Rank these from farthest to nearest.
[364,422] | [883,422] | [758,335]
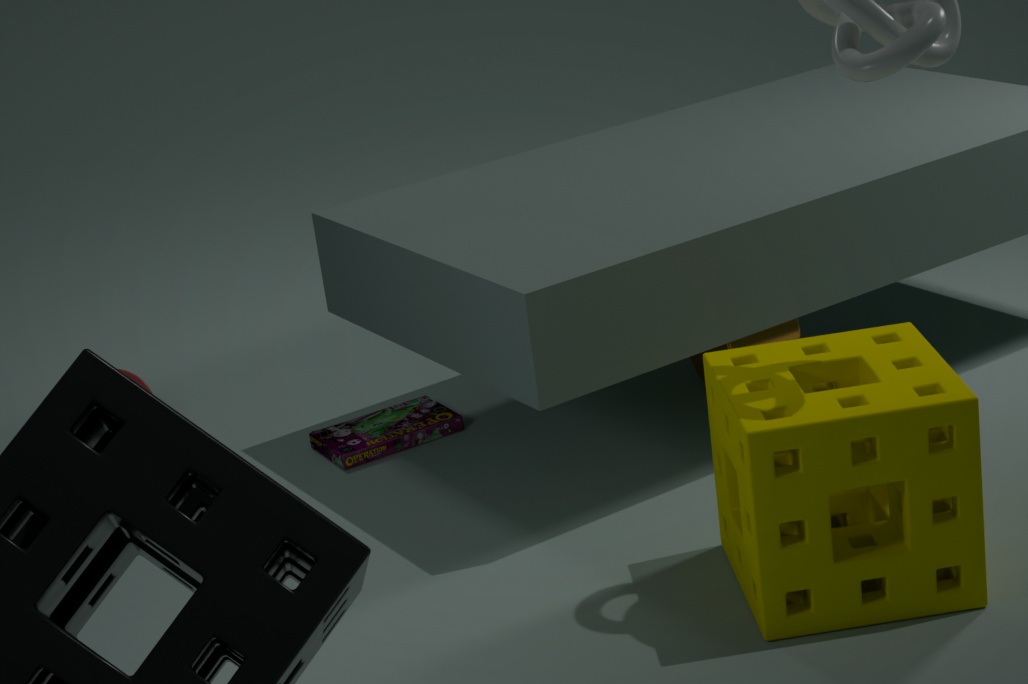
[364,422]
[758,335]
[883,422]
